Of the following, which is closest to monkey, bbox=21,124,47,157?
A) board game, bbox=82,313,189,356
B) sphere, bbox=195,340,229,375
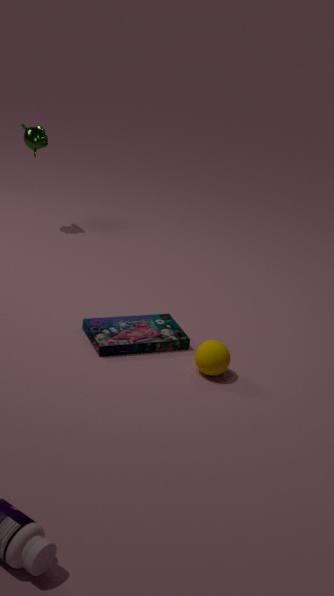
board game, bbox=82,313,189,356
